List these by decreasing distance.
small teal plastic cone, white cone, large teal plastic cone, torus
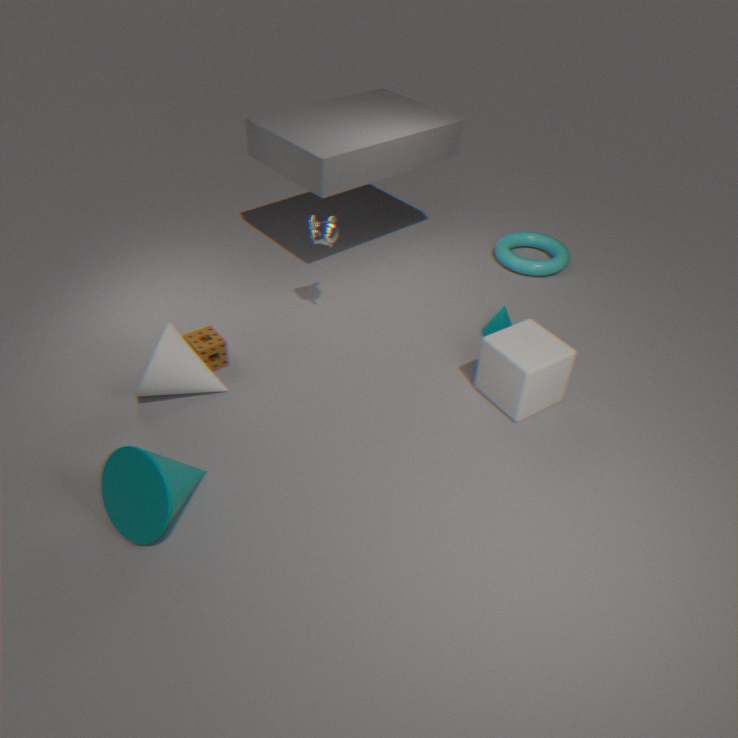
1. torus
2. small teal plastic cone
3. white cone
4. large teal plastic cone
